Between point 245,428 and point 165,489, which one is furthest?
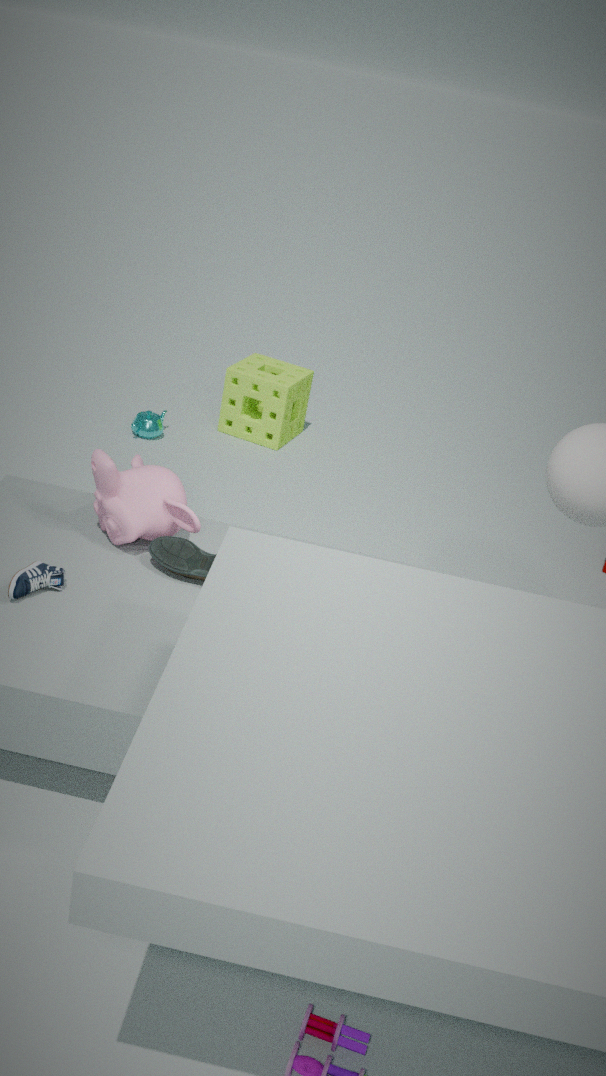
point 245,428
